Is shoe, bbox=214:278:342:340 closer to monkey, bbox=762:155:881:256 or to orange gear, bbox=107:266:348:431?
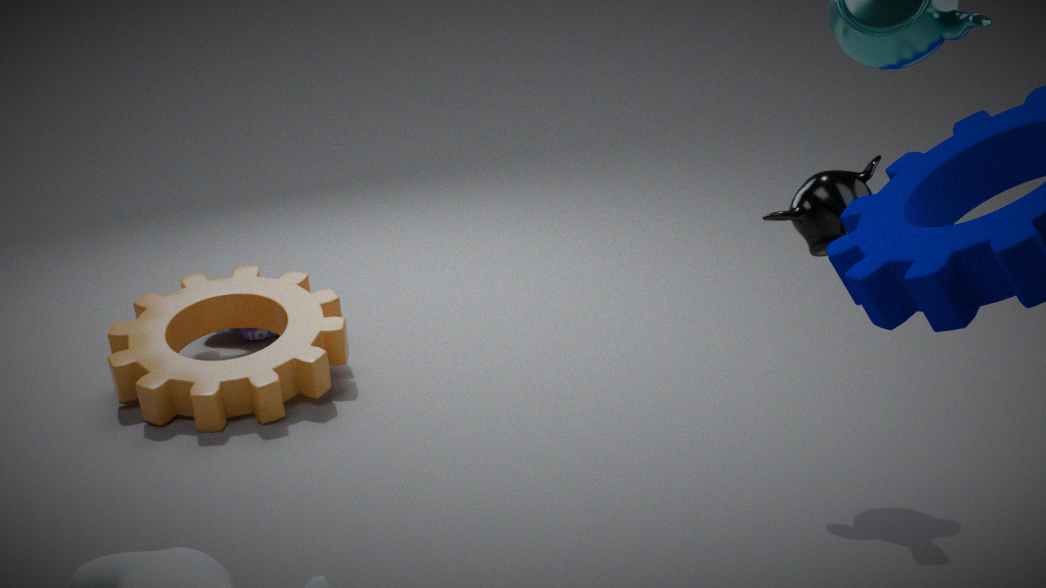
orange gear, bbox=107:266:348:431
